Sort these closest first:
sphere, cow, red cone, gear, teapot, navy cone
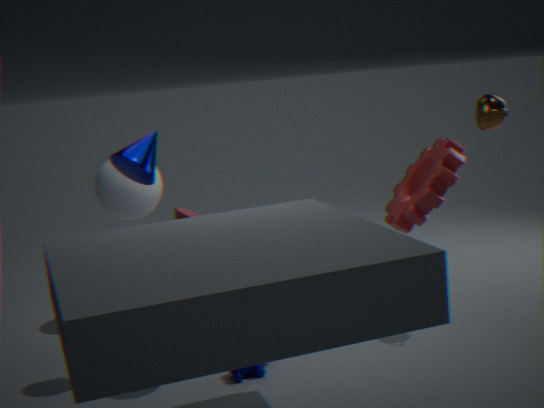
1. red cone
2. navy cone
3. cow
4. teapot
5. gear
6. sphere
